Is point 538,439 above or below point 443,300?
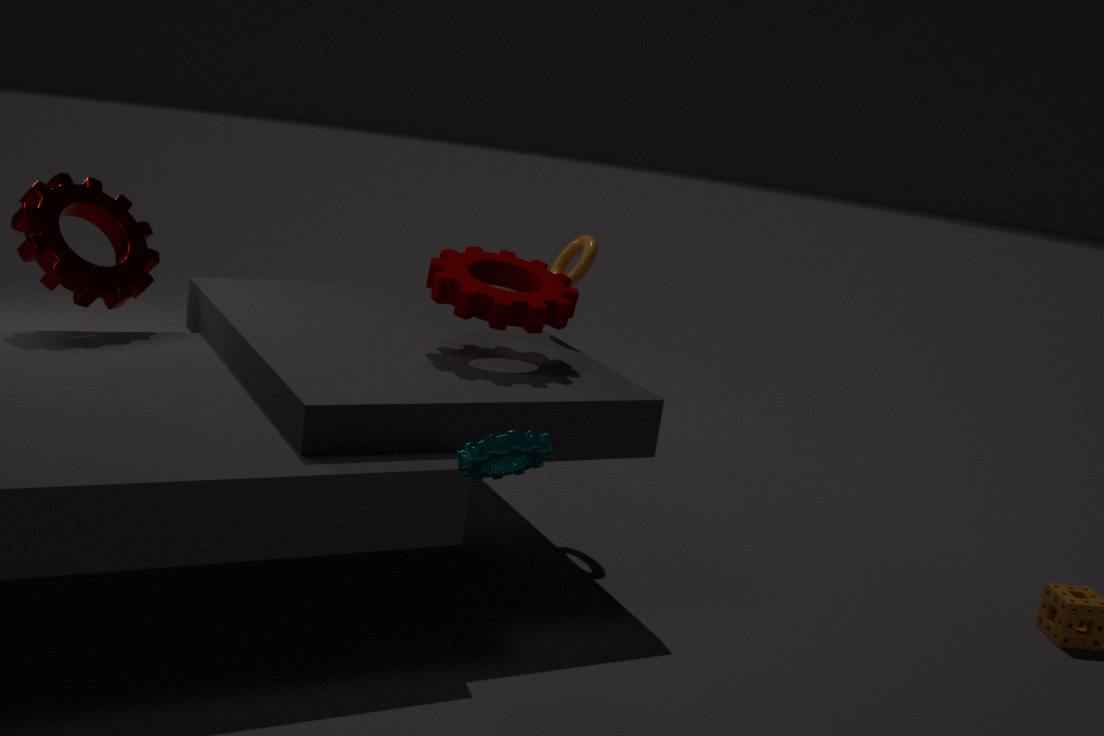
below
